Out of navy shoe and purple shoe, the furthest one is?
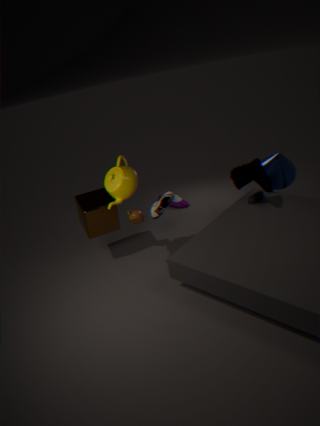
purple shoe
